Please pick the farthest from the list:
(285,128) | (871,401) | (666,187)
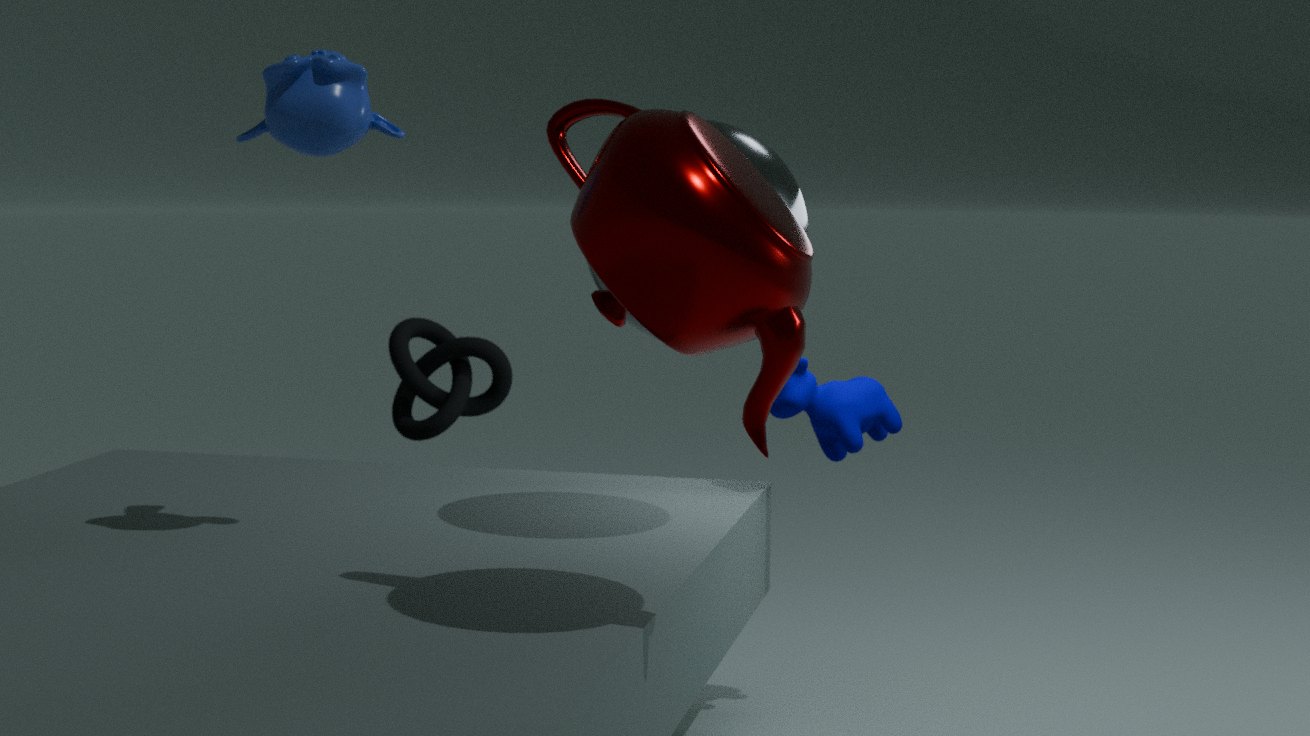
(871,401)
